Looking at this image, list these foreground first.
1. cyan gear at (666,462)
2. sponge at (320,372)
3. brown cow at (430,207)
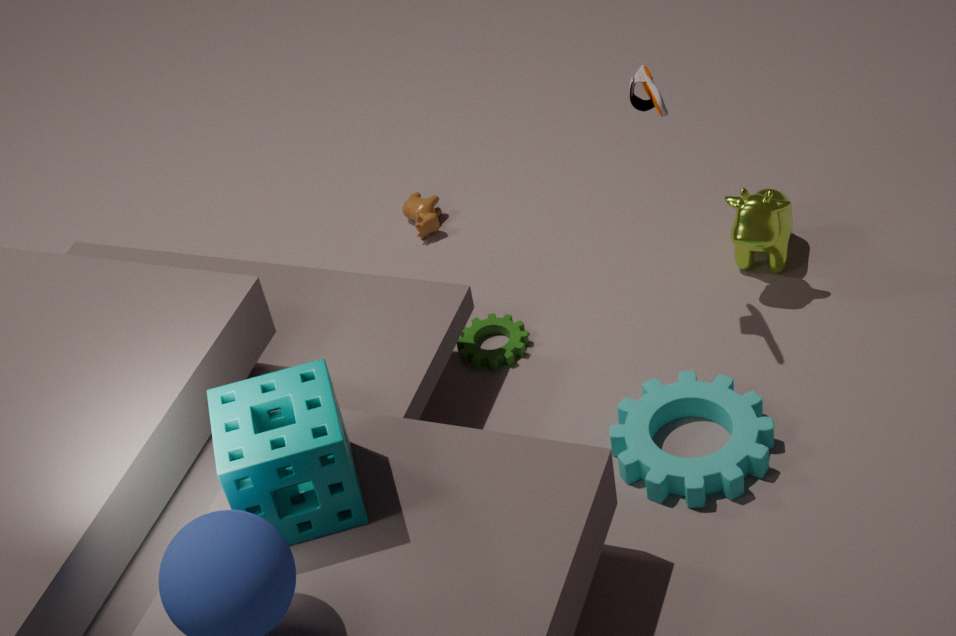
Answer: sponge at (320,372)
cyan gear at (666,462)
brown cow at (430,207)
